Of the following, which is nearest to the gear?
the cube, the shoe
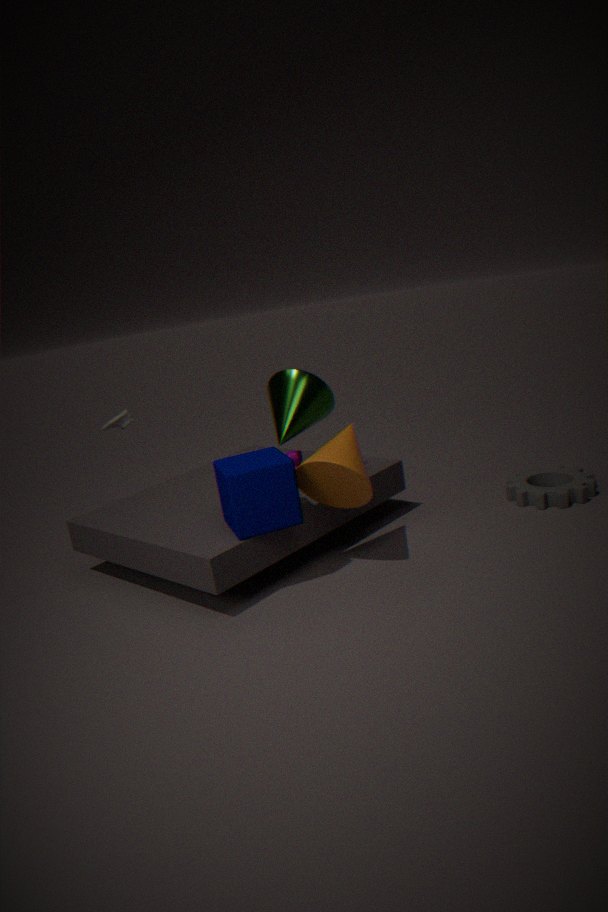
the cube
